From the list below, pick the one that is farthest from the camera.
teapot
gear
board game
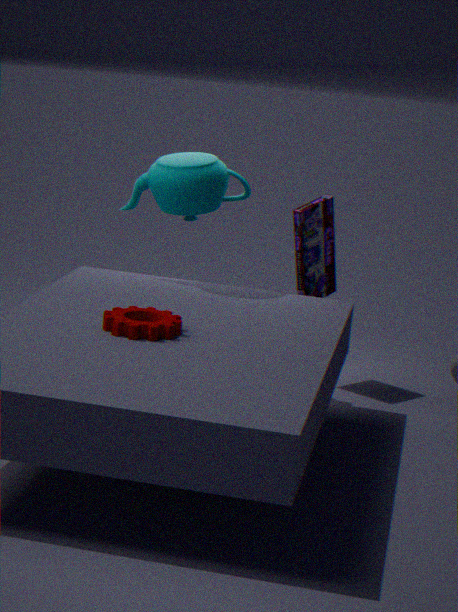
board game
